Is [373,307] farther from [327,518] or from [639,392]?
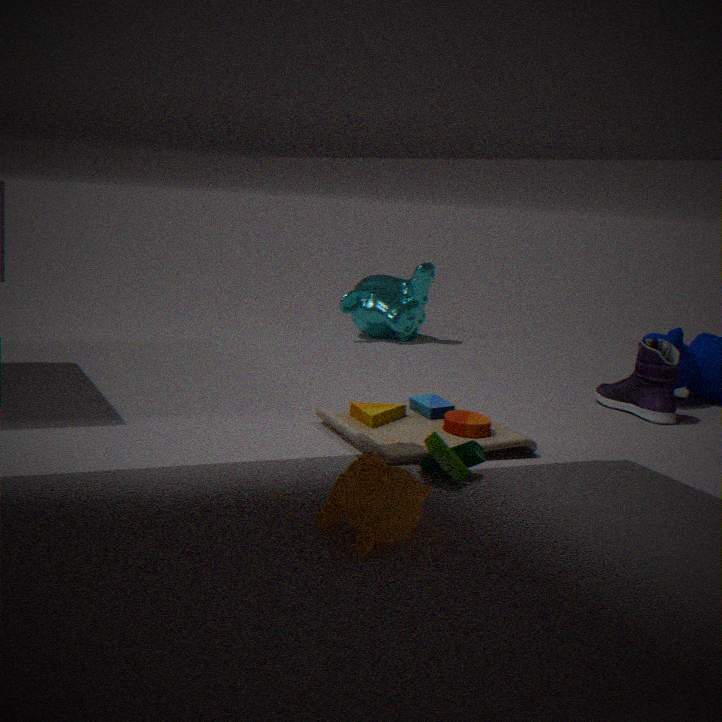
[327,518]
